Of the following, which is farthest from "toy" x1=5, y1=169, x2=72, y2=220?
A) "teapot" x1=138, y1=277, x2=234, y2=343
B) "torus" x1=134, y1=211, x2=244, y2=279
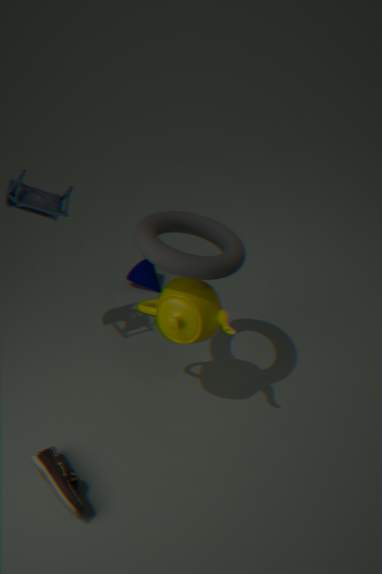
"teapot" x1=138, y1=277, x2=234, y2=343
